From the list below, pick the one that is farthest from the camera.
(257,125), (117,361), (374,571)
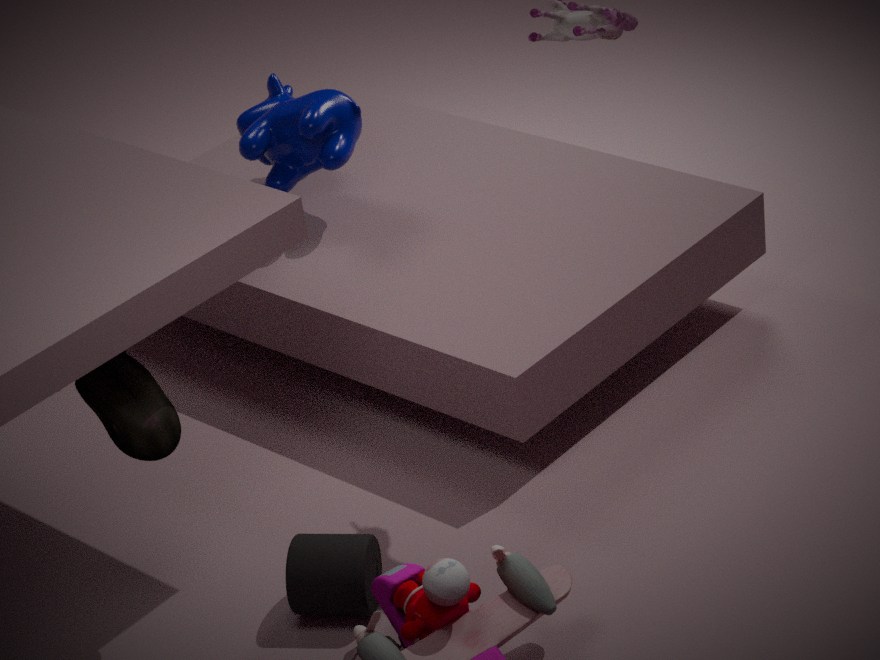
(257,125)
